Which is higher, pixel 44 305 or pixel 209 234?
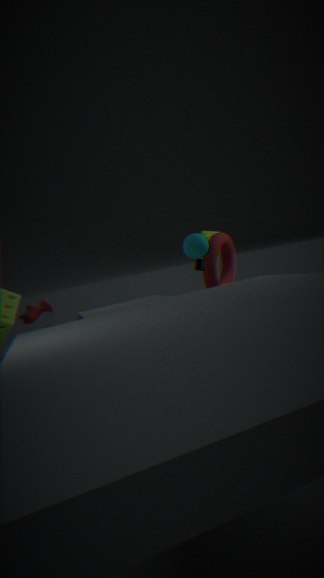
pixel 209 234
